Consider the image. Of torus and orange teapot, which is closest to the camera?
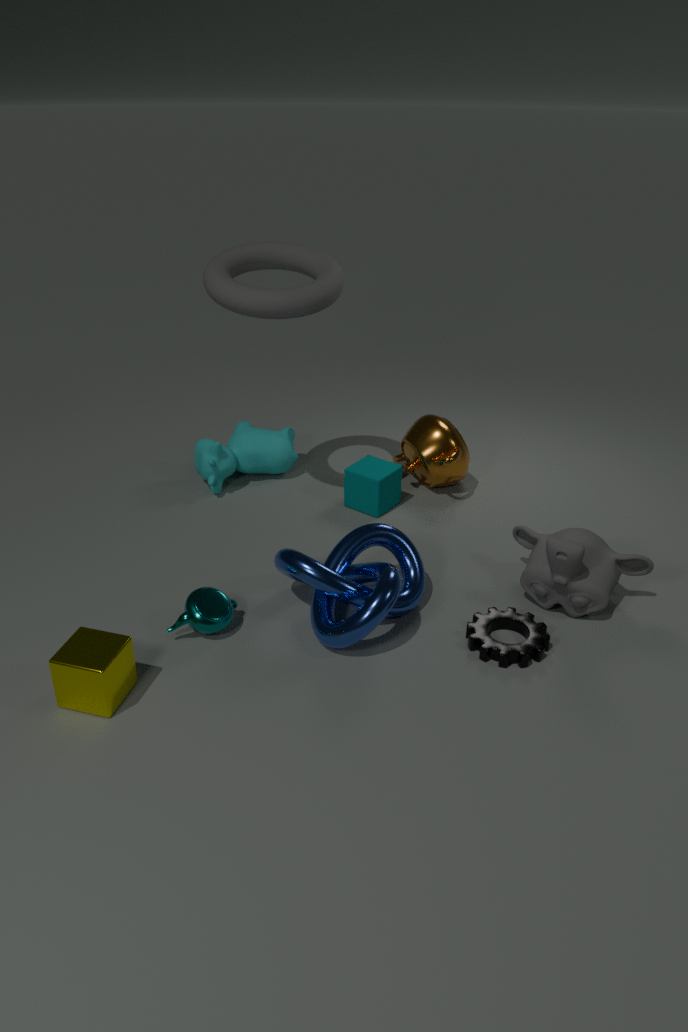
torus
